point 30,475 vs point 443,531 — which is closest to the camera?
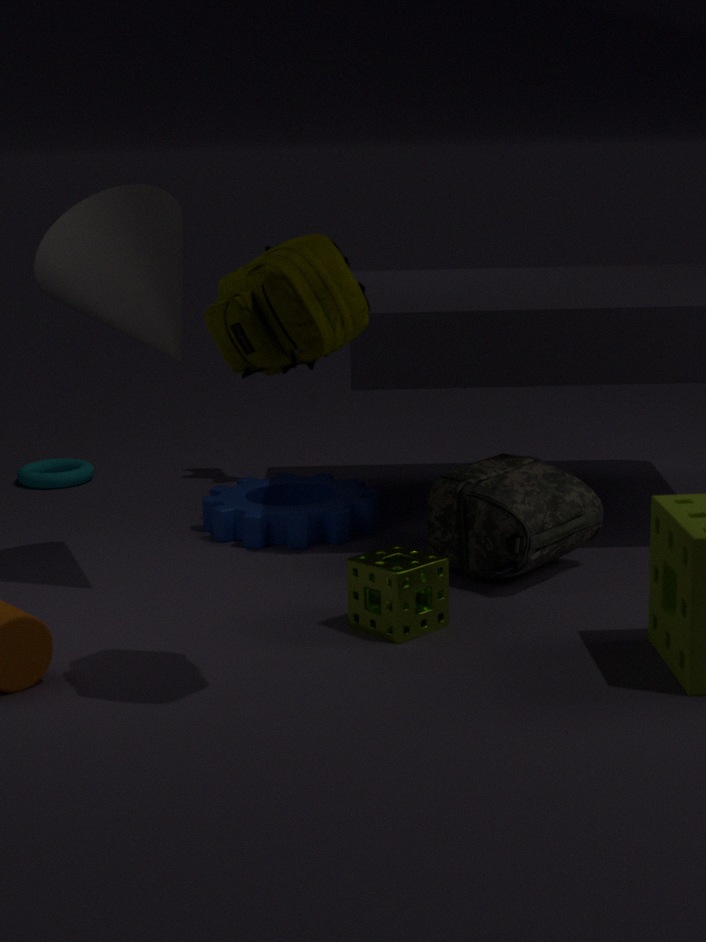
point 443,531
